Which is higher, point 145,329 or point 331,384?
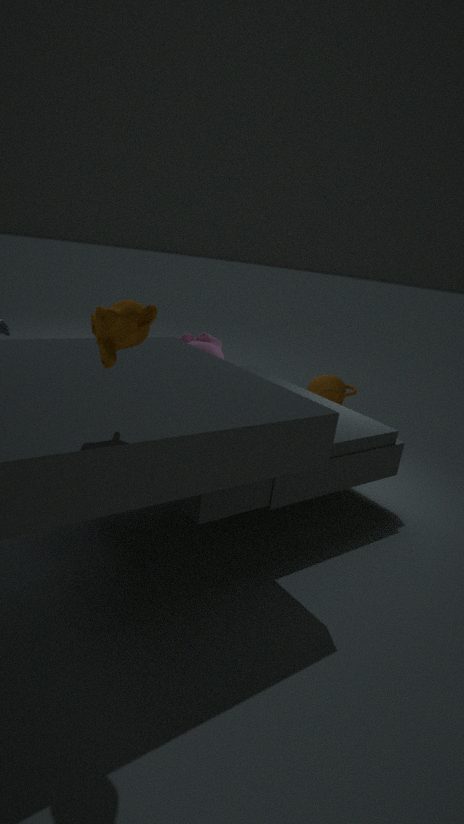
point 145,329
